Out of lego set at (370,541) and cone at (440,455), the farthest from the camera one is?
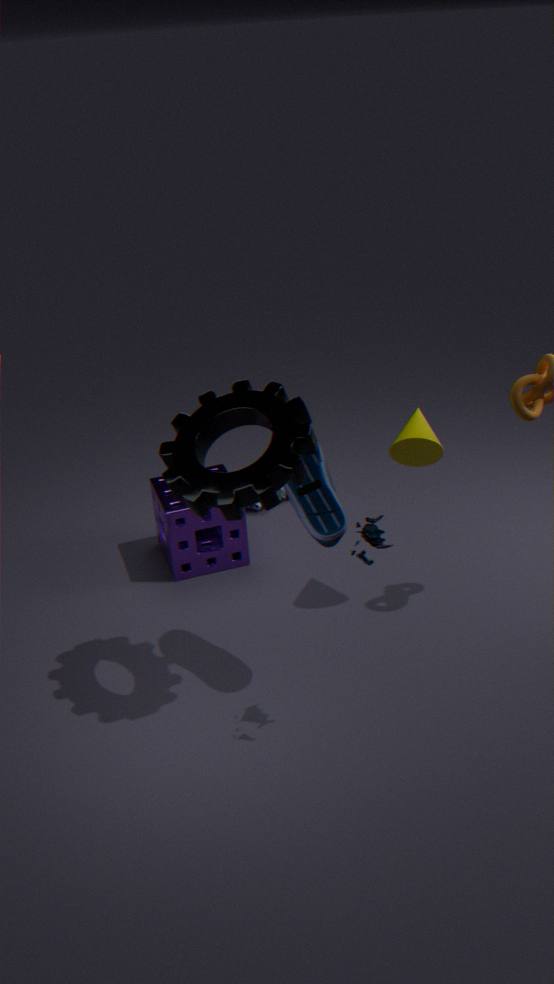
cone at (440,455)
